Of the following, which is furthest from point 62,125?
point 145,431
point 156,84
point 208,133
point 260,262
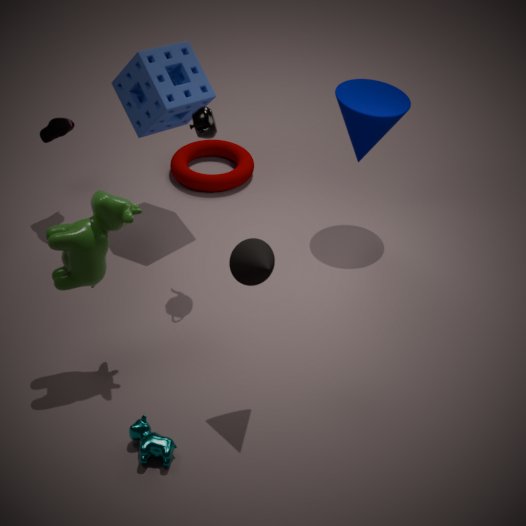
point 145,431
